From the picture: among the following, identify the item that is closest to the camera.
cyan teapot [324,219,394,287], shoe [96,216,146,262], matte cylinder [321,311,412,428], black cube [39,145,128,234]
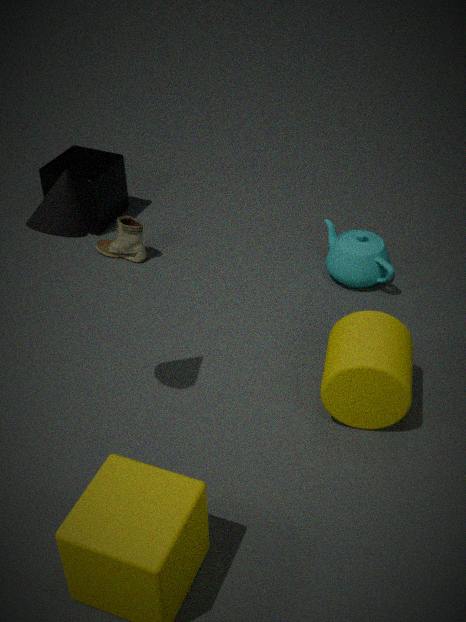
matte cylinder [321,311,412,428]
